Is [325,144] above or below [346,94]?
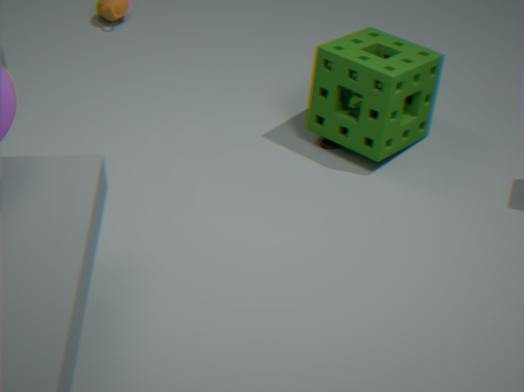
below
